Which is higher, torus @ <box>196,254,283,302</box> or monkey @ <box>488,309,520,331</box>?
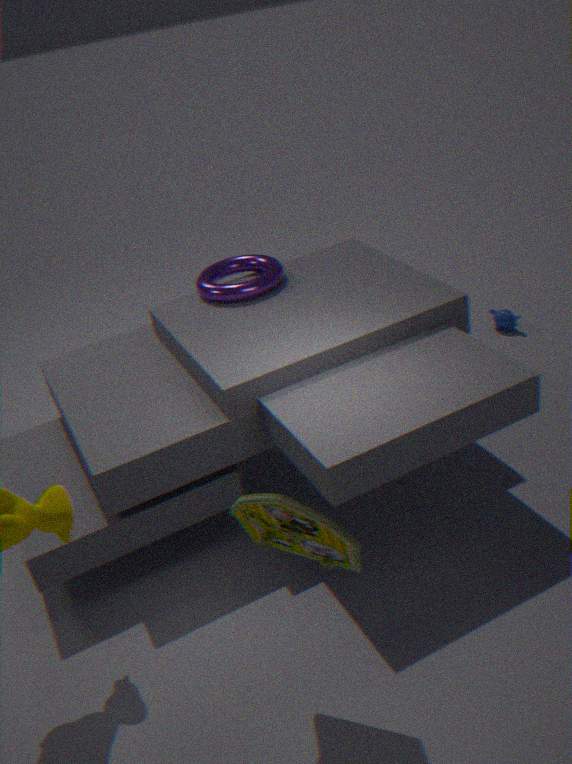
torus @ <box>196,254,283,302</box>
